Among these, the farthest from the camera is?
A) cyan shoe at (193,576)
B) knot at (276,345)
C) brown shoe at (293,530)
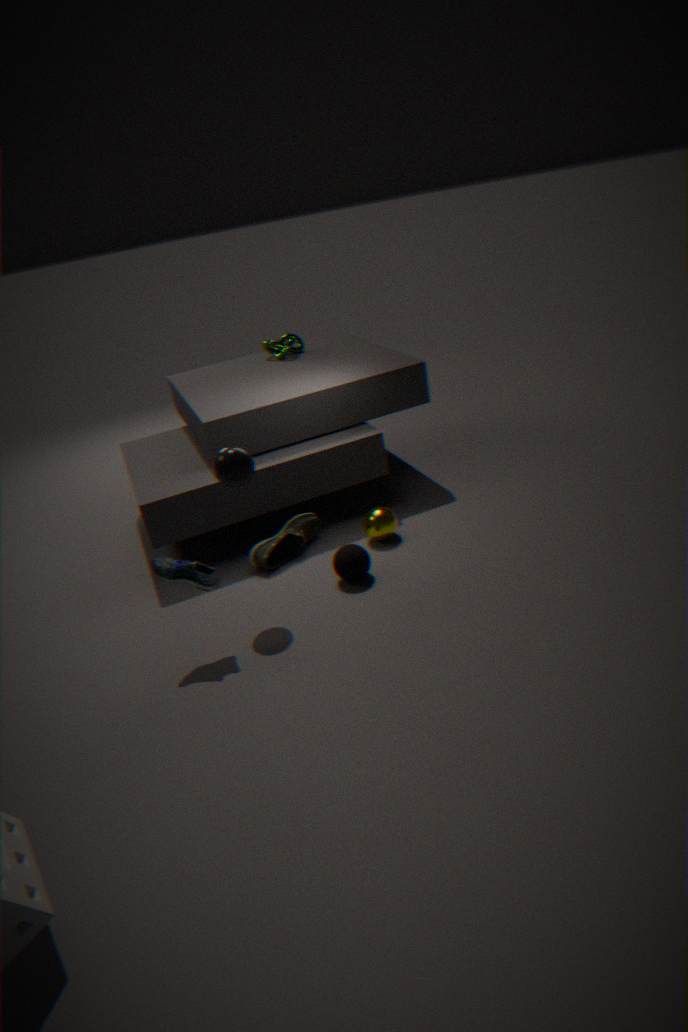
B. knot at (276,345)
